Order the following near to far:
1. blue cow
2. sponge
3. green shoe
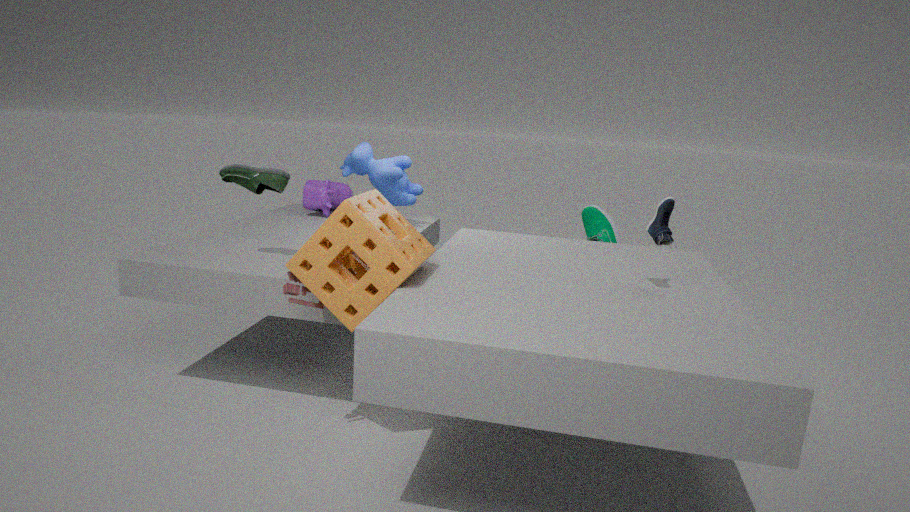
sponge → green shoe → blue cow
